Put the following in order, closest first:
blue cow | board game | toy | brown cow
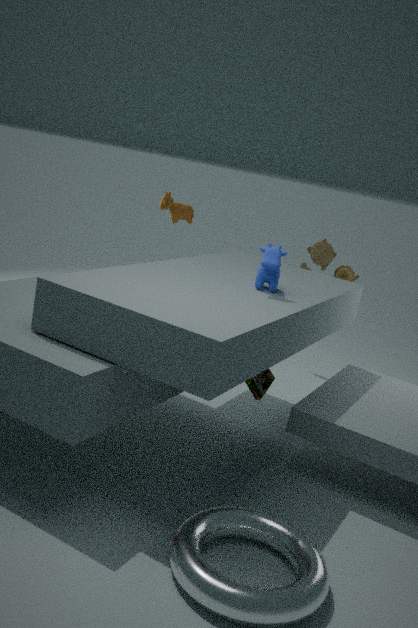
board game
blue cow
brown cow
toy
